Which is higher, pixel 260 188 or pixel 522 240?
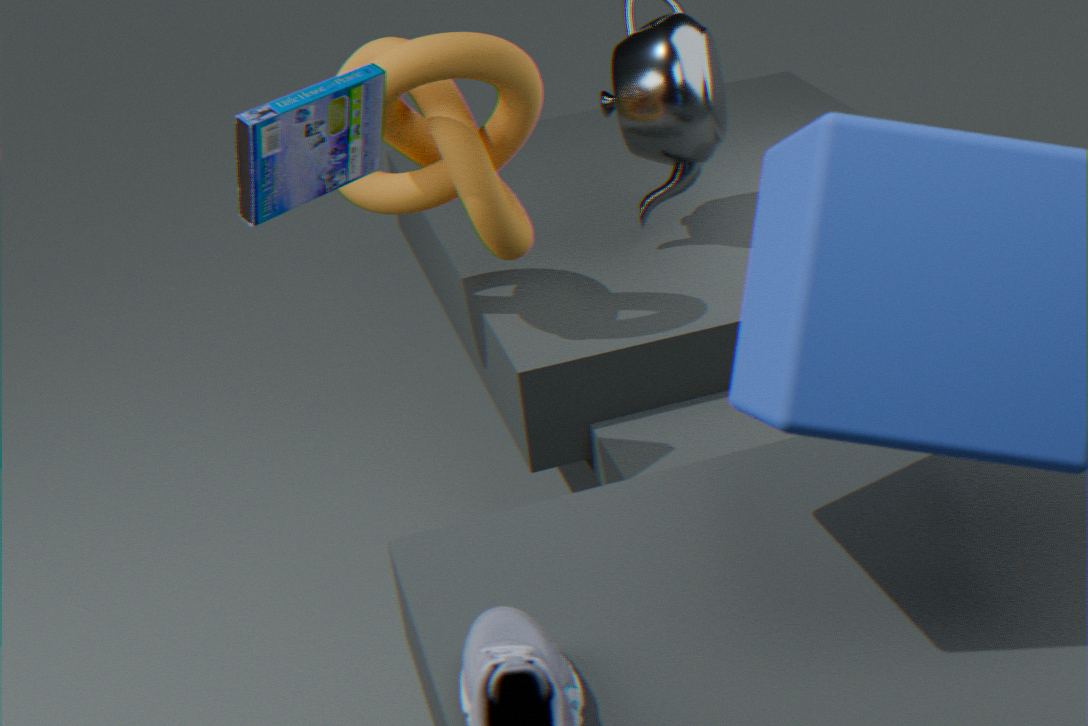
pixel 260 188
